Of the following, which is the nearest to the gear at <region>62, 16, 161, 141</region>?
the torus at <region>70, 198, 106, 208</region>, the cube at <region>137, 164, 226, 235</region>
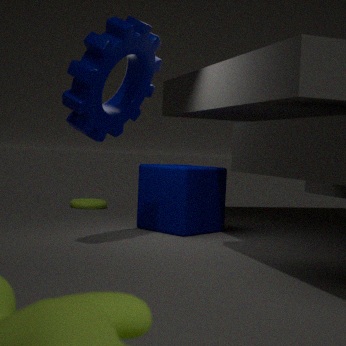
the cube at <region>137, 164, 226, 235</region>
